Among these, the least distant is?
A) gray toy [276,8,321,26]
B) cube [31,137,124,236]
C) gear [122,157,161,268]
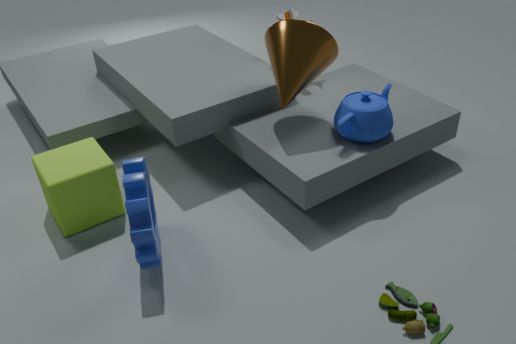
C. gear [122,157,161,268]
